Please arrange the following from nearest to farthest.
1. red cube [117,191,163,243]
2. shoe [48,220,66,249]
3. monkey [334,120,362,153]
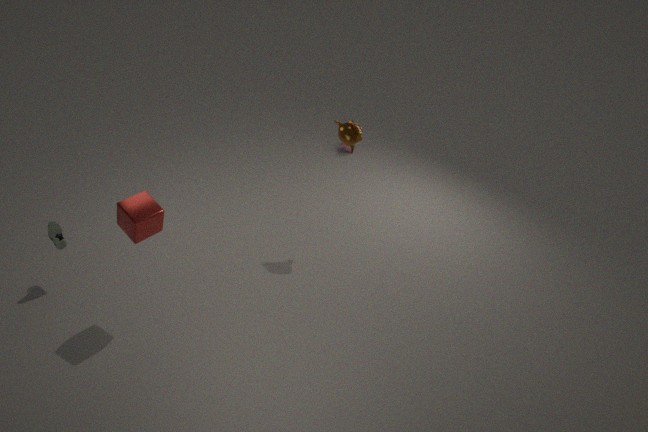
red cube [117,191,163,243]
shoe [48,220,66,249]
monkey [334,120,362,153]
